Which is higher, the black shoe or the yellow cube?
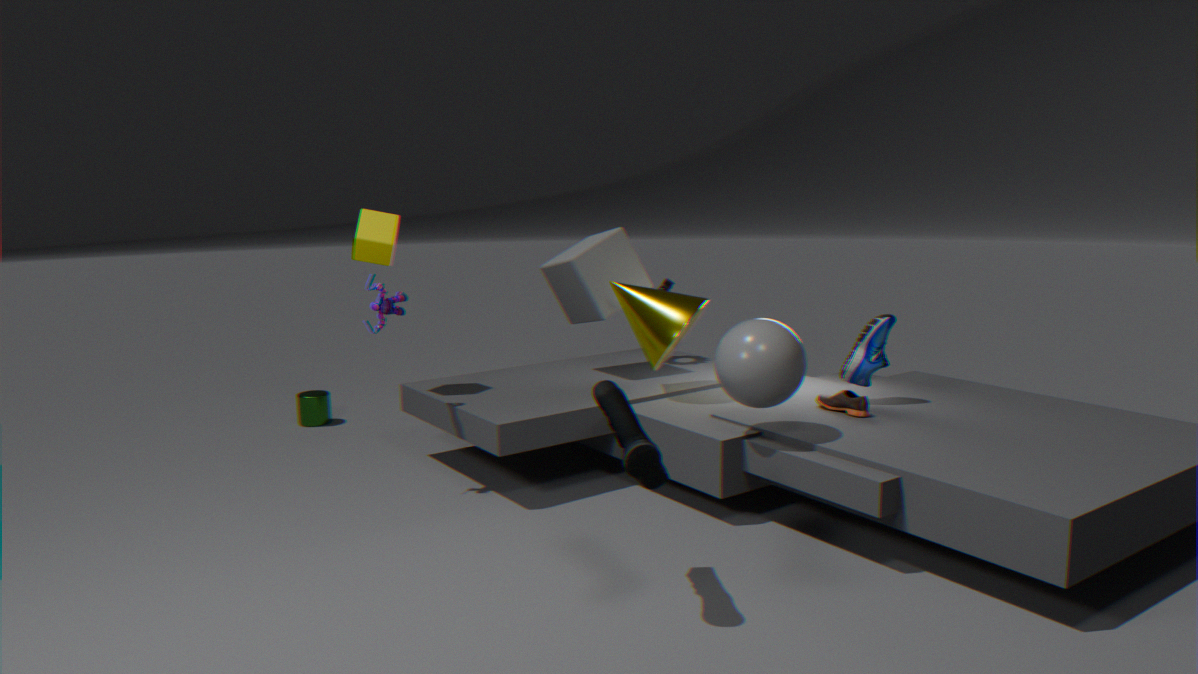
the yellow cube
